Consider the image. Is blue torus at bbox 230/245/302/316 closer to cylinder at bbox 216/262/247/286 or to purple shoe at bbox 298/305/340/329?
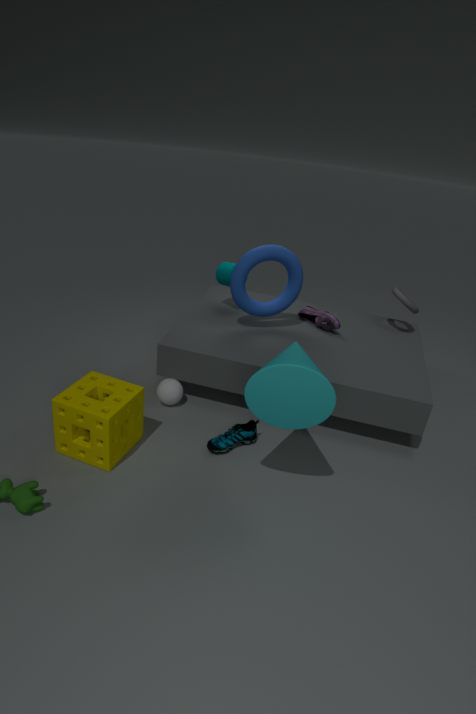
cylinder at bbox 216/262/247/286
